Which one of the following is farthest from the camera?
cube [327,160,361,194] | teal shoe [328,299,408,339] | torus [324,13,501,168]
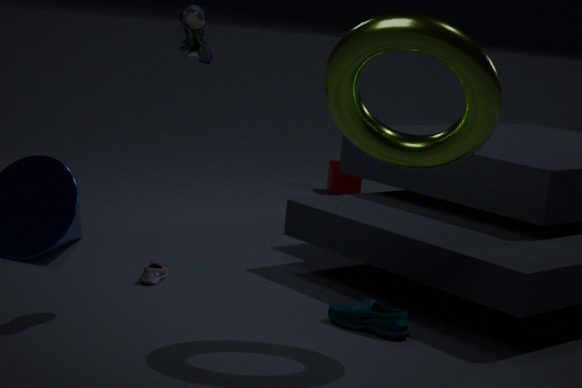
cube [327,160,361,194]
